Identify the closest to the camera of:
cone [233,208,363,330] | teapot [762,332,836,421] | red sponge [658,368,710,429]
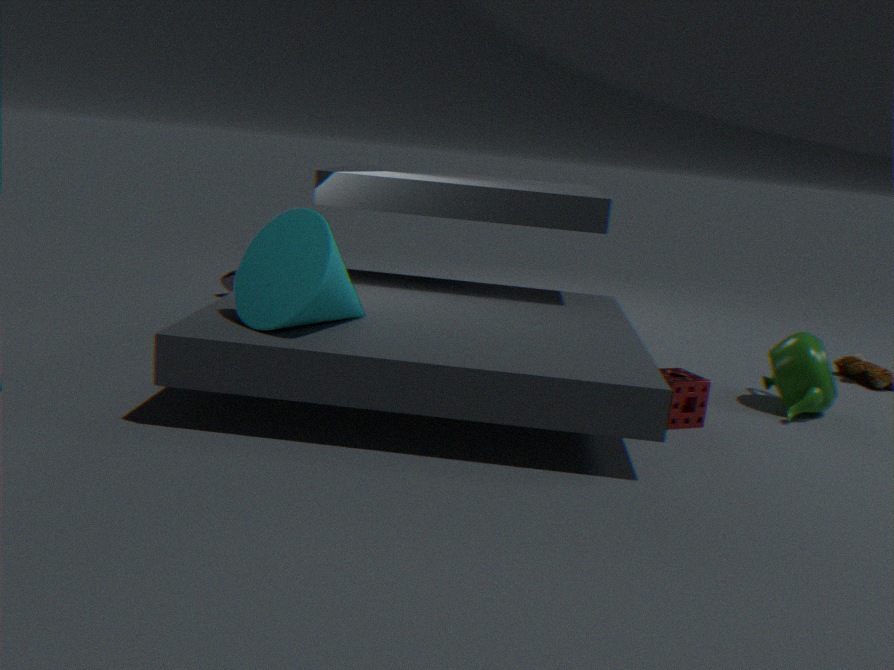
cone [233,208,363,330]
